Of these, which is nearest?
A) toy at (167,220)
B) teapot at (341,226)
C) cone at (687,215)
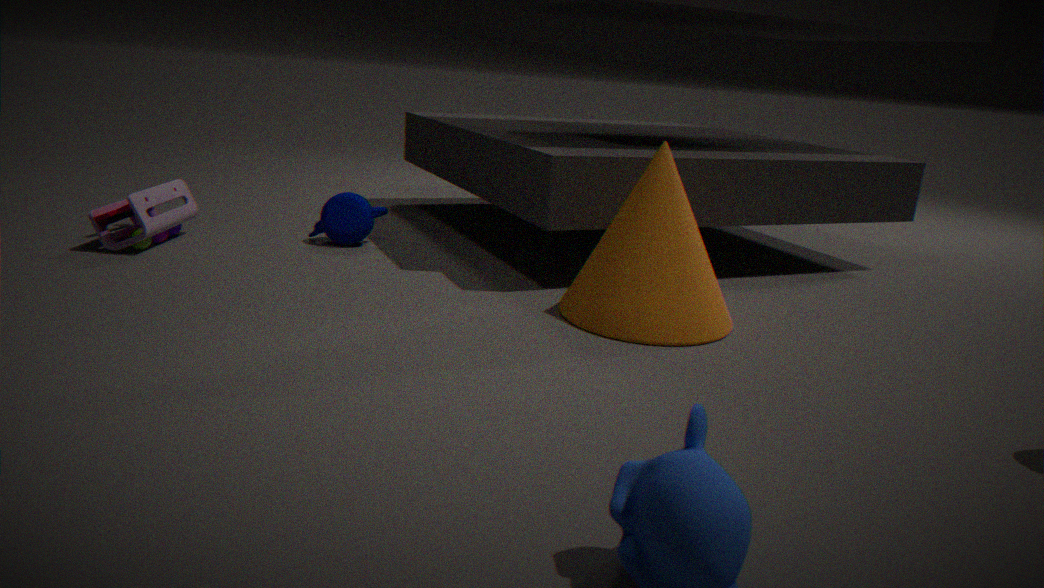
cone at (687,215)
